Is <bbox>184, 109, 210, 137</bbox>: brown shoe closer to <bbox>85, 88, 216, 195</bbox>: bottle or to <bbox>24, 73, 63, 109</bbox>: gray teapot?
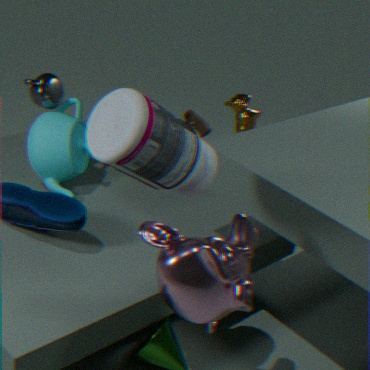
<bbox>24, 73, 63, 109</bbox>: gray teapot
